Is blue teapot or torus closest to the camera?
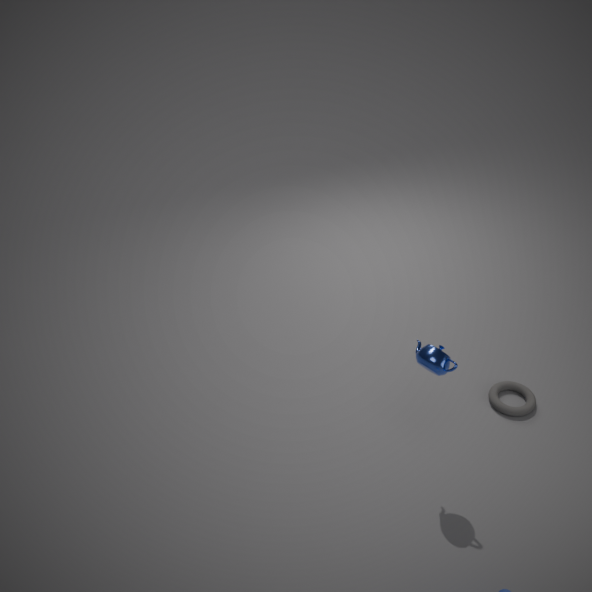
blue teapot
